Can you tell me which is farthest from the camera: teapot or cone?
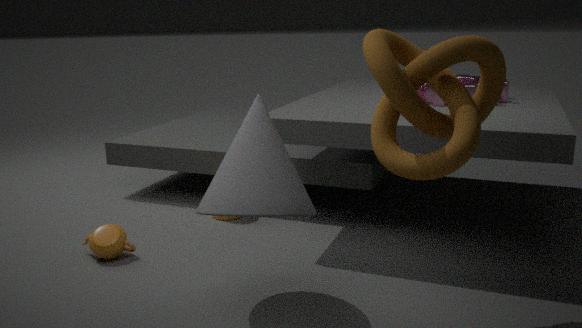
teapot
